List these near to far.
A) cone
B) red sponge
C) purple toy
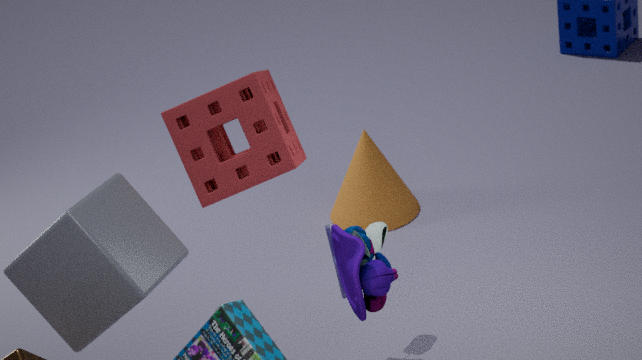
purple toy → red sponge → cone
